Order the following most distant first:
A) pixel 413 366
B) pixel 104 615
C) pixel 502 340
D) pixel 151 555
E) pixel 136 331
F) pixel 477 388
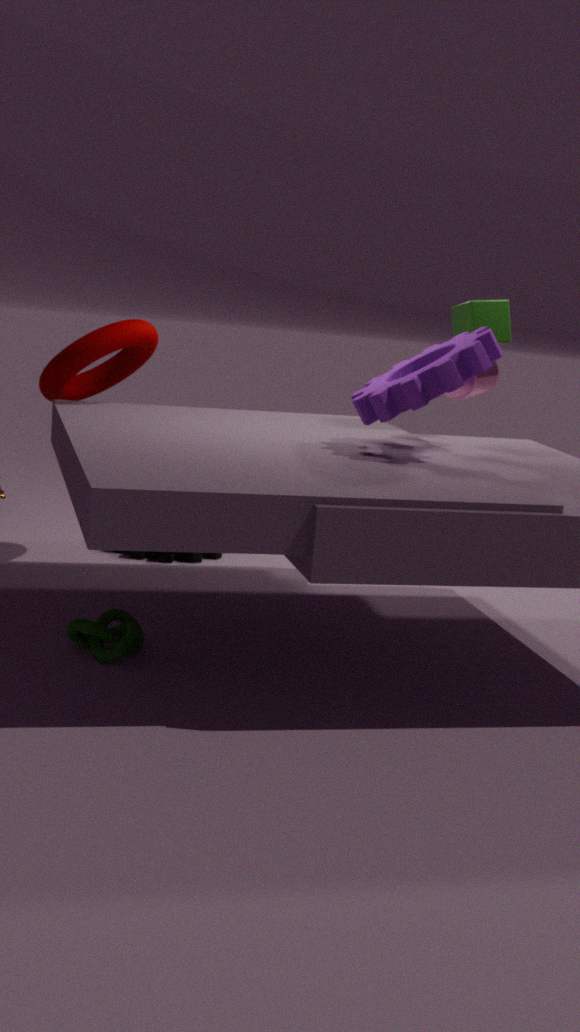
pixel 151 555
pixel 502 340
pixel 136 331
pixel 477 388
pixel 413 366
pixel 104 615
